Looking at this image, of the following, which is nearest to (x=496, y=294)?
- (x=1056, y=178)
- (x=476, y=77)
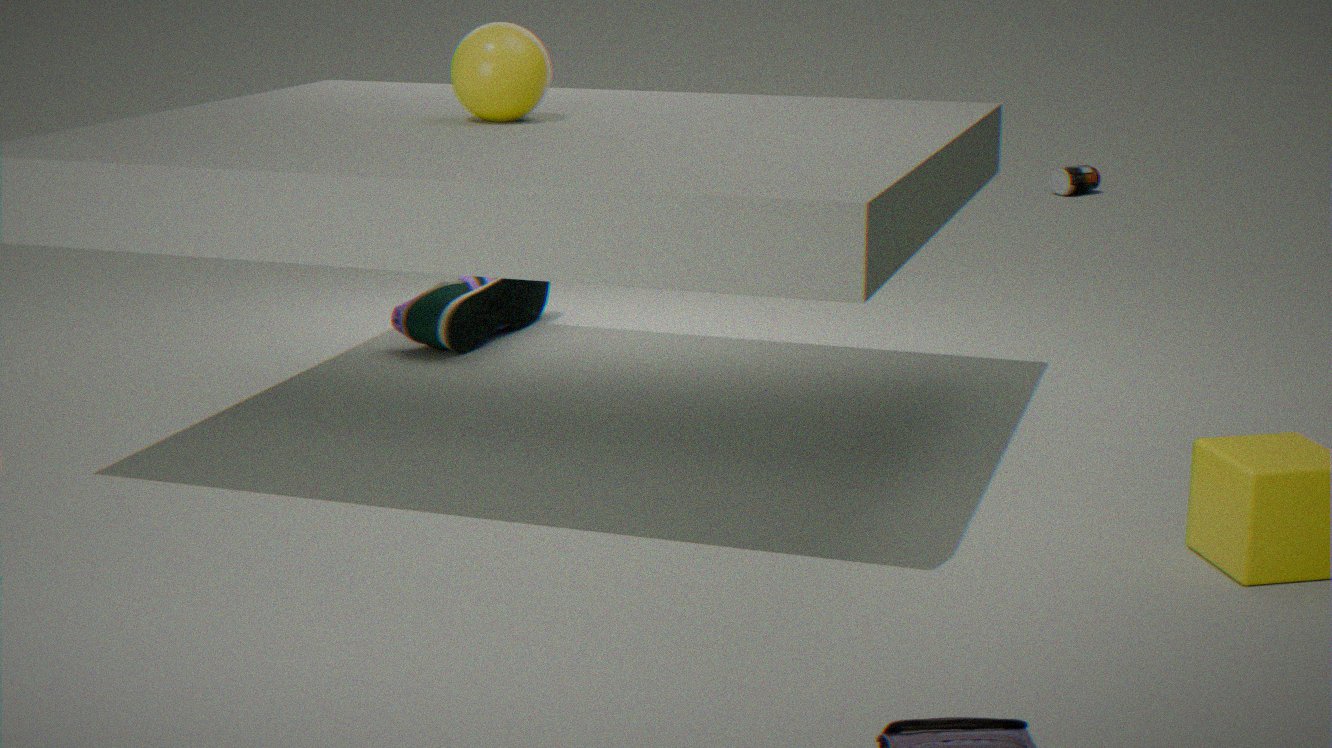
(x=476, y=77)
